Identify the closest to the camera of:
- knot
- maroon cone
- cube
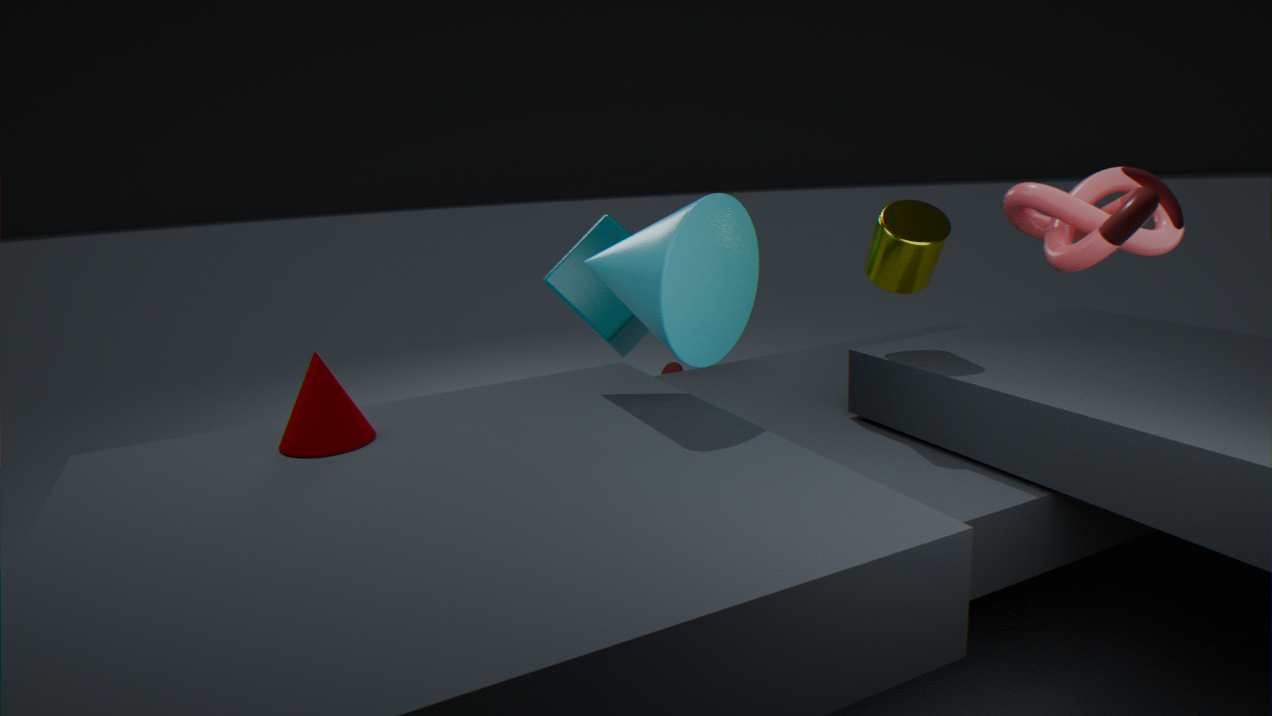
knot
